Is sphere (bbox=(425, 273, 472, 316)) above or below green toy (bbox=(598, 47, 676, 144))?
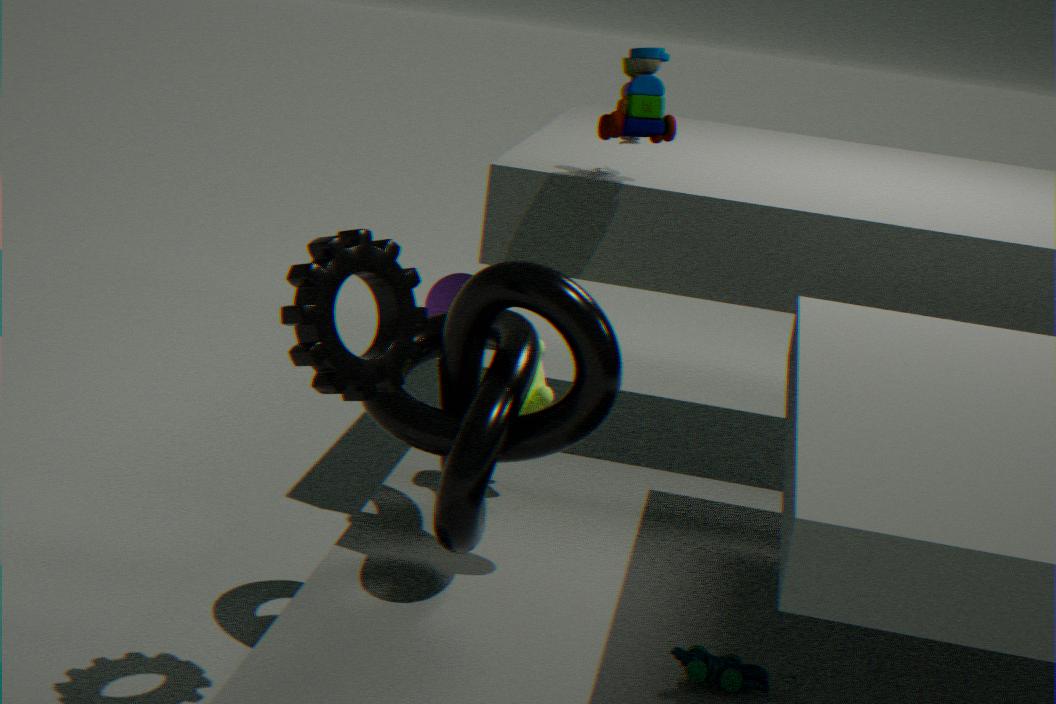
below
